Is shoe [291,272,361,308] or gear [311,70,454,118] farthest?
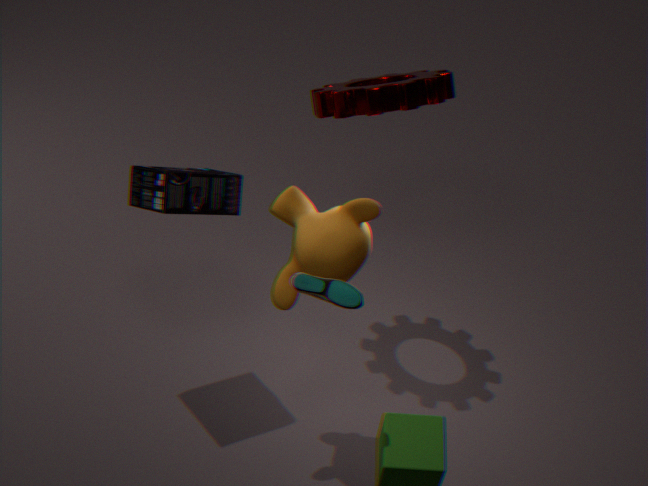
gear [311,70,454,118]
